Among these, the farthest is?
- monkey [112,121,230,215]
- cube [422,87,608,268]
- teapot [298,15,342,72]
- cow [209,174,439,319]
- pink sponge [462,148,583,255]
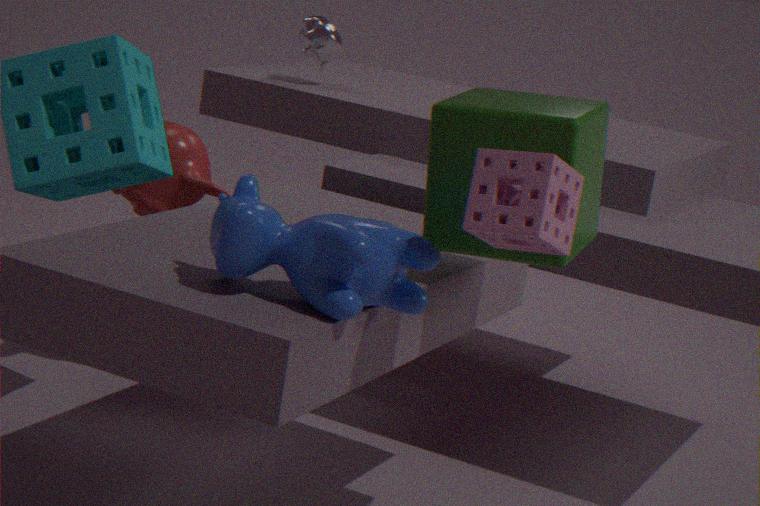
teapot [298,15,342,72]
